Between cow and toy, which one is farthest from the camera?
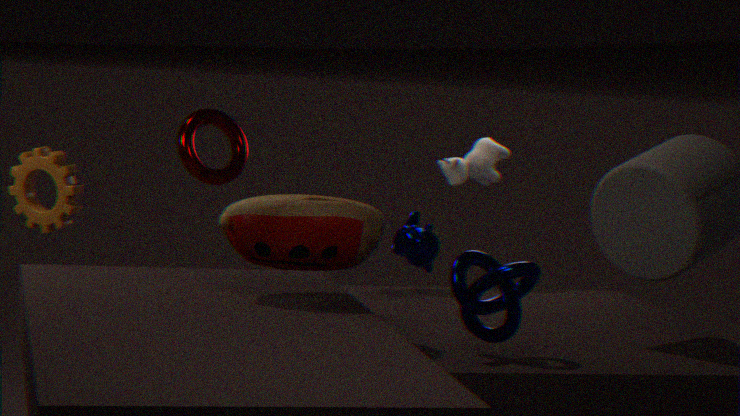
cow
